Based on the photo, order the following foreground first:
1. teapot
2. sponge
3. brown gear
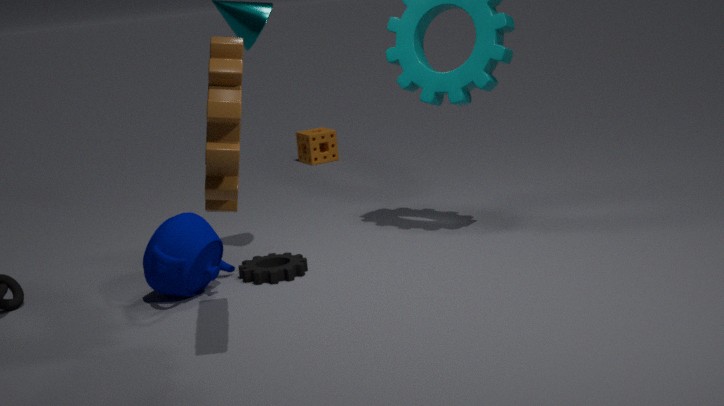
brown gear → teapot → sponge
